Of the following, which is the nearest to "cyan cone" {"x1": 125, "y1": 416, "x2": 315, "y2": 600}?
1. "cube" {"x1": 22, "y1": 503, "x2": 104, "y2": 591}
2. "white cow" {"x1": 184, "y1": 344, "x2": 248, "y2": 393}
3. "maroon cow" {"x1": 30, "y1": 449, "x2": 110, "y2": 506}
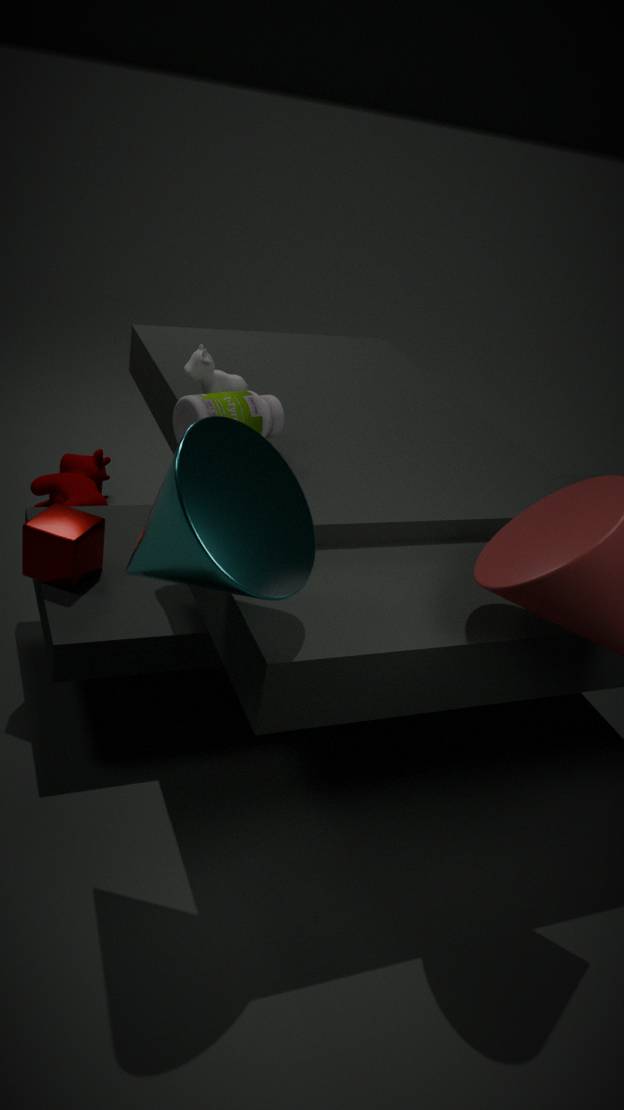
"cube" {"x1": 22, "y1": 503, "x2": 104, "y2": 591}
